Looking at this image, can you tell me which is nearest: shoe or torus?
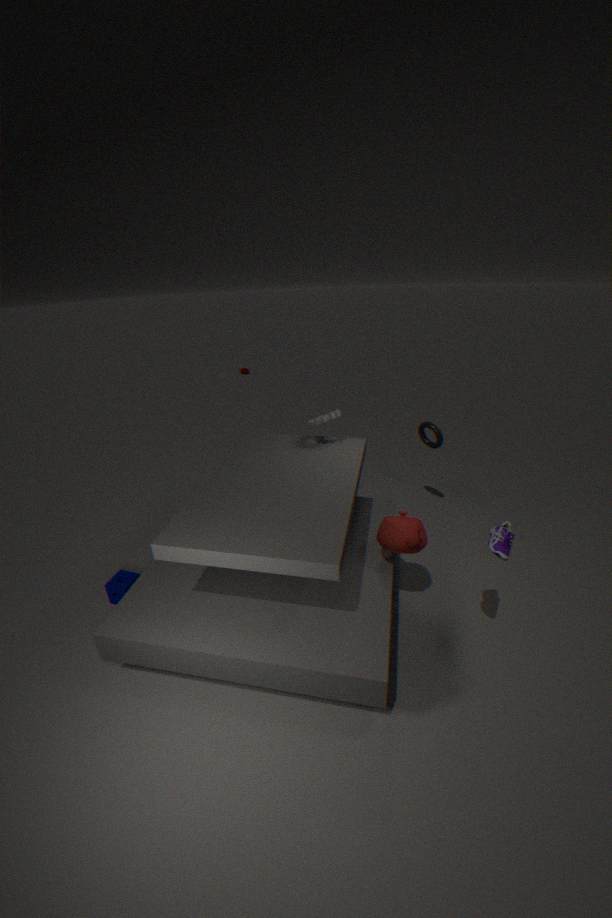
shoe
